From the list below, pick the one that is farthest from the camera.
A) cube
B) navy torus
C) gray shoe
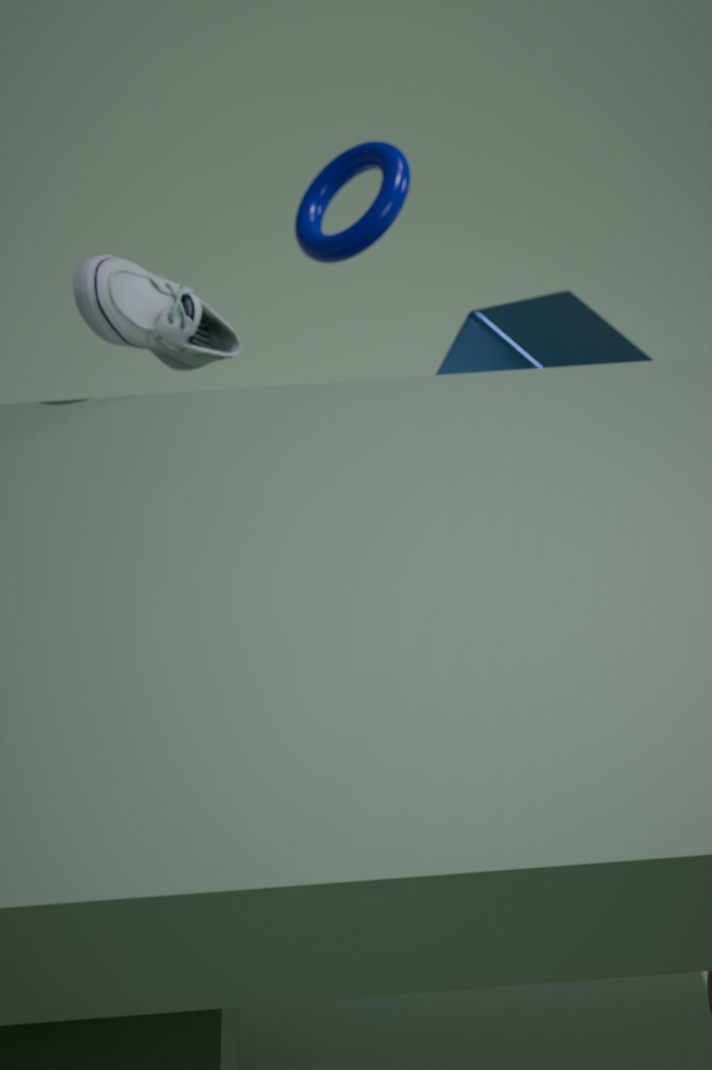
cube
